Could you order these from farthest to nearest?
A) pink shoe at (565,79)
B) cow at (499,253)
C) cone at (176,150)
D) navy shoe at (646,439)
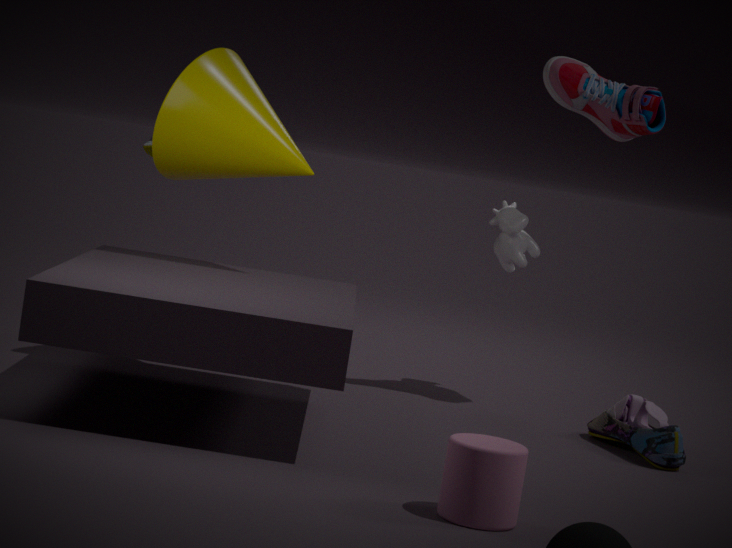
cow at (499,253) → pink shoe at (565,79) → cone at (176,150) → navy shoe at (646,439)
